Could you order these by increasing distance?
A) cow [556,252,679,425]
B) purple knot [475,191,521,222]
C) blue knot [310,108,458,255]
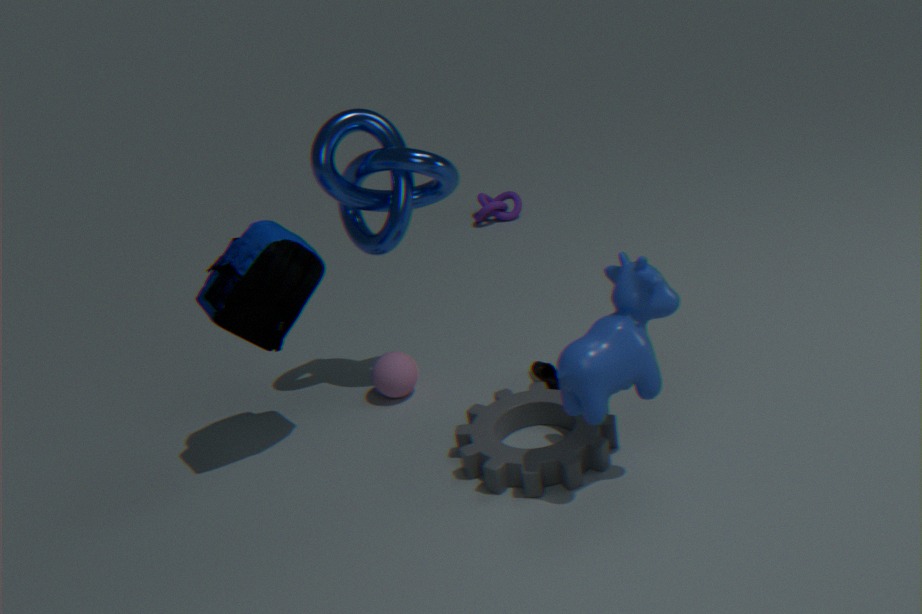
1. cow [556,252,679,425]
2. blue knot [310,108,458,255]
3. purple knot [475,191,521,222]
